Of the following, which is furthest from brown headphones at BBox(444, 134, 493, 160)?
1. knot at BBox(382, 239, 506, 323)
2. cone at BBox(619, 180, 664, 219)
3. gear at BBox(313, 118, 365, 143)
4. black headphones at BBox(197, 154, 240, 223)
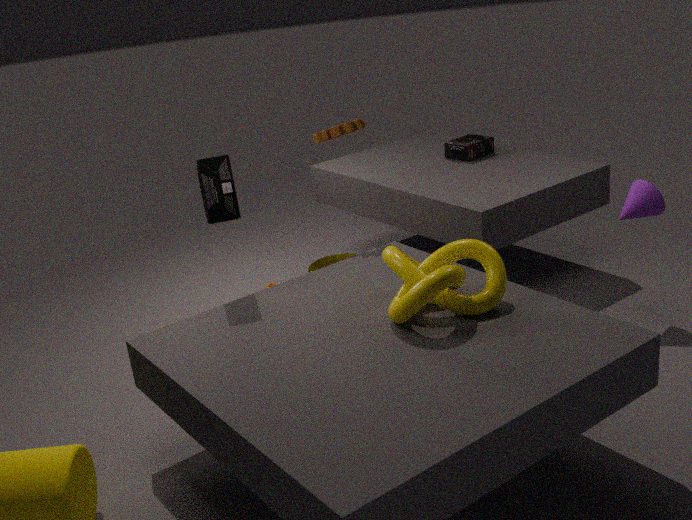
black headphones at BBox(197, 154, 240, 223)
